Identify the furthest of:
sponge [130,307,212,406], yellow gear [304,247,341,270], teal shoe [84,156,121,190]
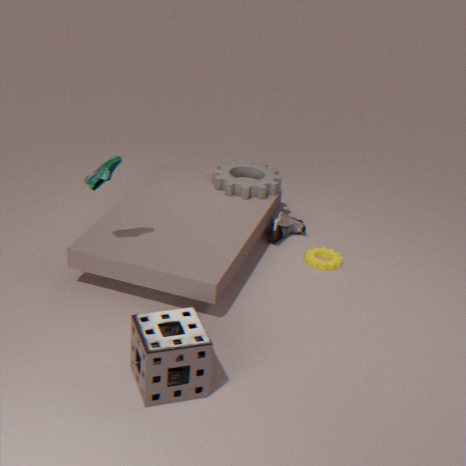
yellow gear [304,247,341,270]
